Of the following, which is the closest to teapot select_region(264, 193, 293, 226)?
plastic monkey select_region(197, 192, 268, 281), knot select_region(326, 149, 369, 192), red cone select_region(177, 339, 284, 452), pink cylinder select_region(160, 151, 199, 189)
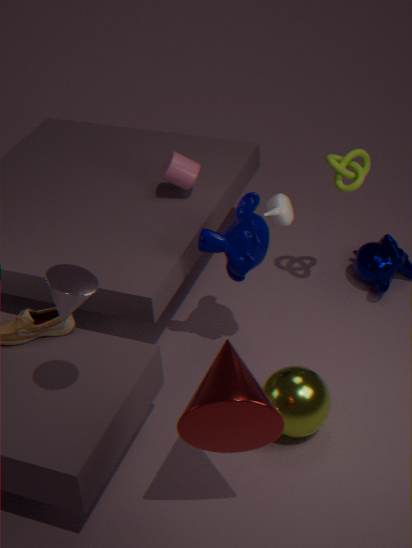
plastic monkey select_region(197, 192, 268, 281)
